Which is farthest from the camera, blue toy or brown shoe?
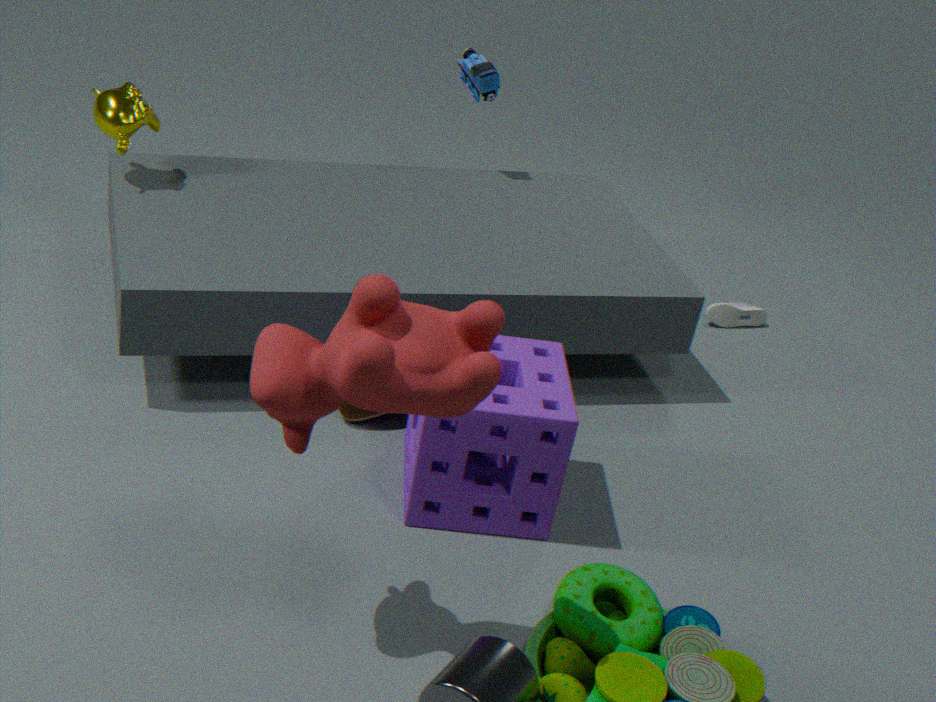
blue toy
